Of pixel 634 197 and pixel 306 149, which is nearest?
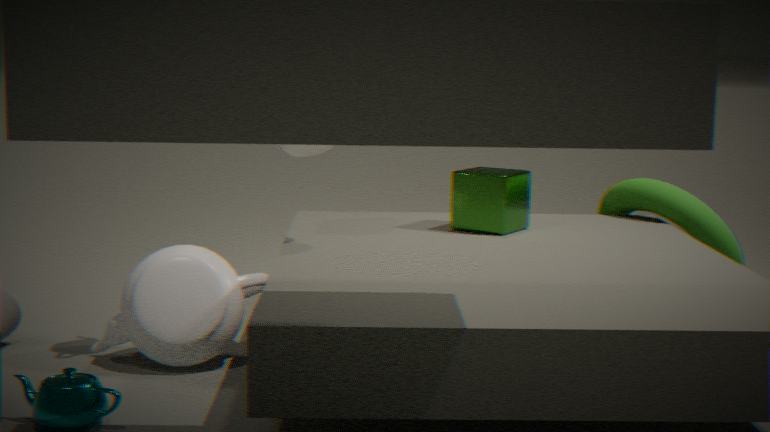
pixel 306 149
